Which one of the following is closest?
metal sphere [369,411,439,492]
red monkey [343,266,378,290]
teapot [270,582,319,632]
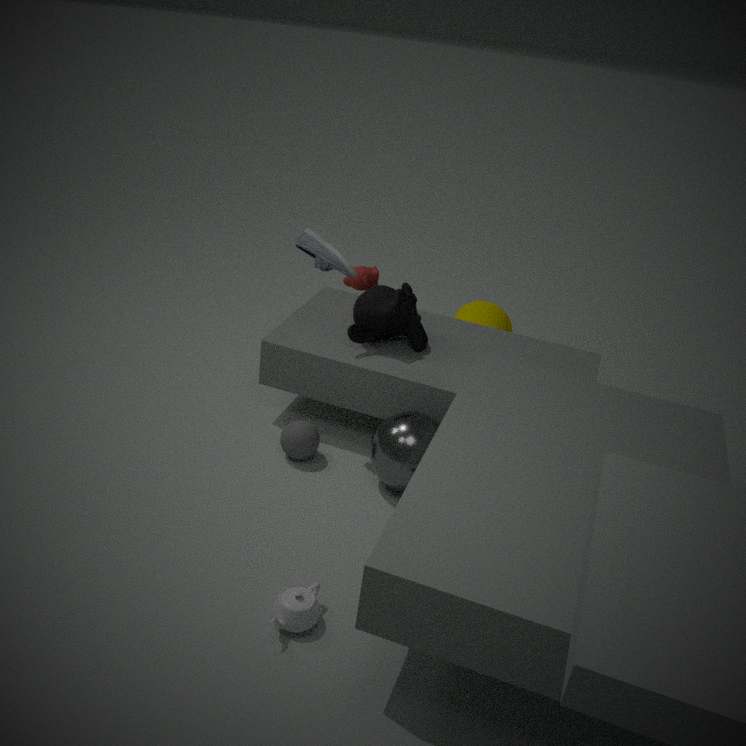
teapot [270,582,319,632]
